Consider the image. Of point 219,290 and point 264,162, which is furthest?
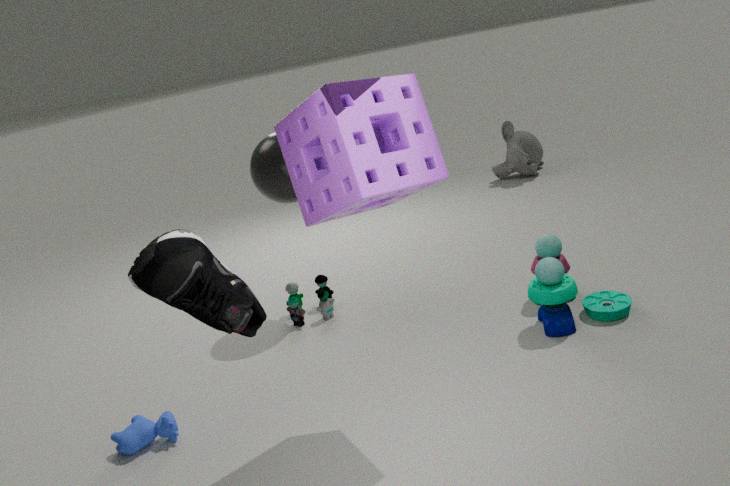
point 264,162
